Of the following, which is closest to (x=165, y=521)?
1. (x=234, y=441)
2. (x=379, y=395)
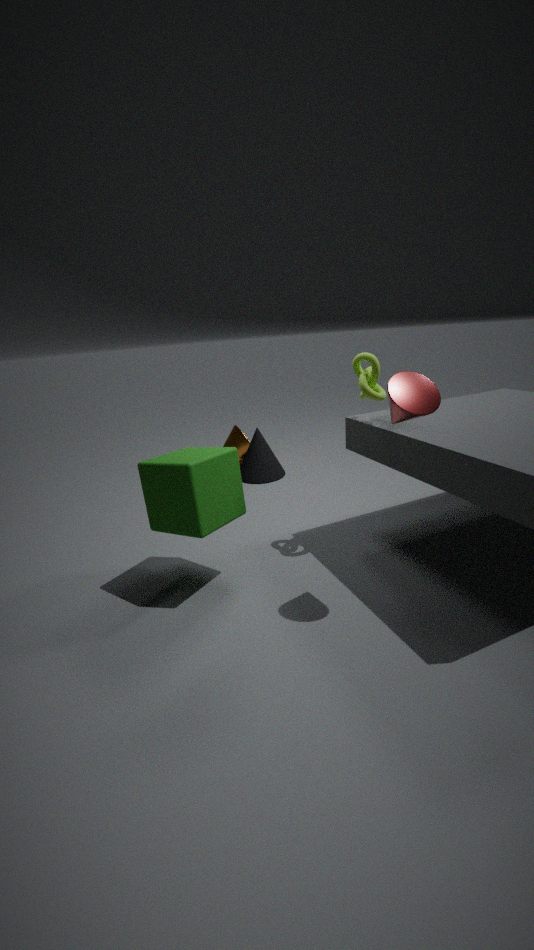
(x=379, y=395)
